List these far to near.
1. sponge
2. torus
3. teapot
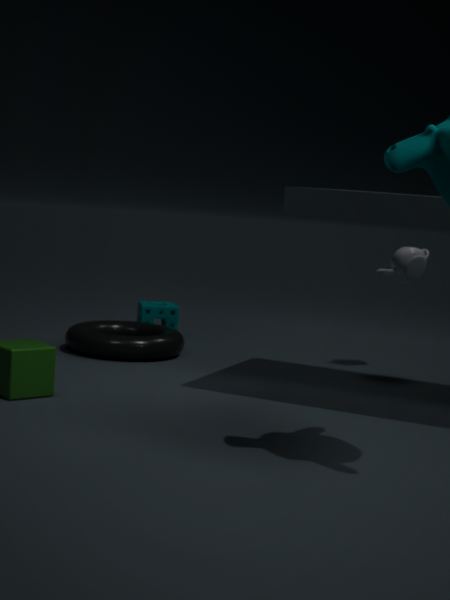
sponge → teapot → torus
